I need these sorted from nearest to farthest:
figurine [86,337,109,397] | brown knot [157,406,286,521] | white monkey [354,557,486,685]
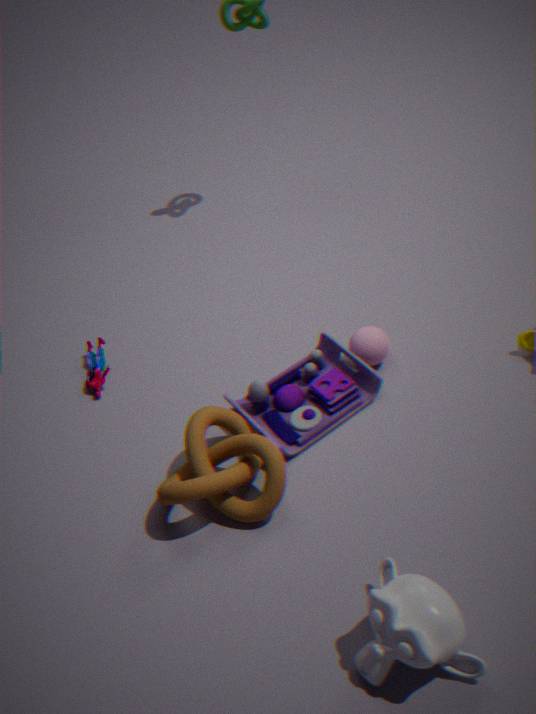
white monkey [354,557,486,685], brown knot [157,406,286,521], figurine [86,337,109,397]
